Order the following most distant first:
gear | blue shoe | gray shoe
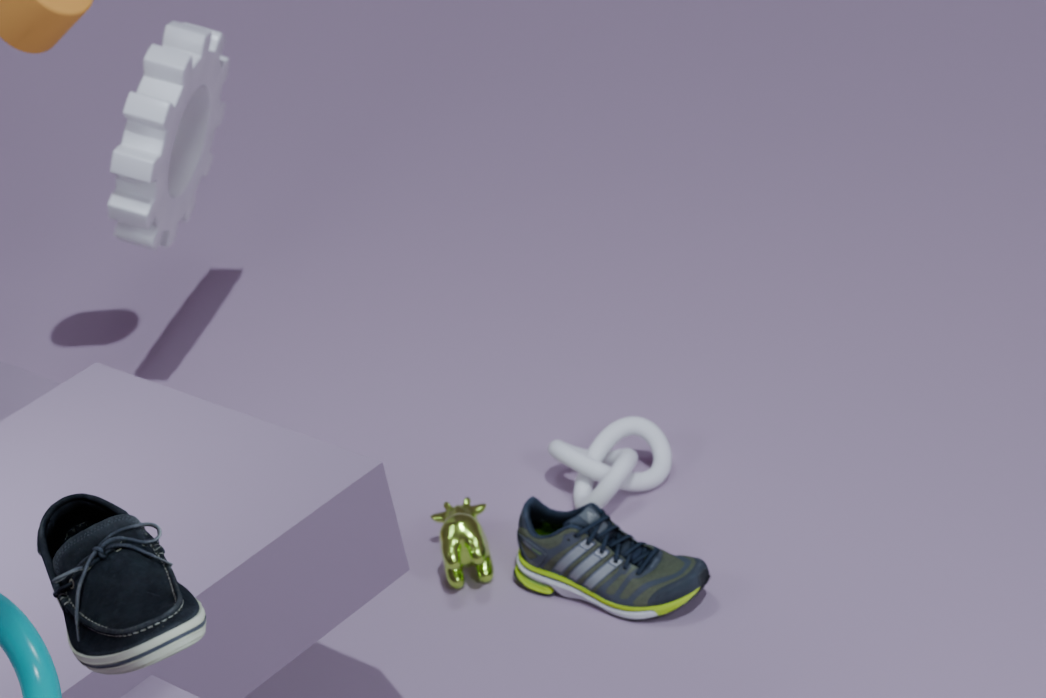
gear → gray shoe → blue shoe
